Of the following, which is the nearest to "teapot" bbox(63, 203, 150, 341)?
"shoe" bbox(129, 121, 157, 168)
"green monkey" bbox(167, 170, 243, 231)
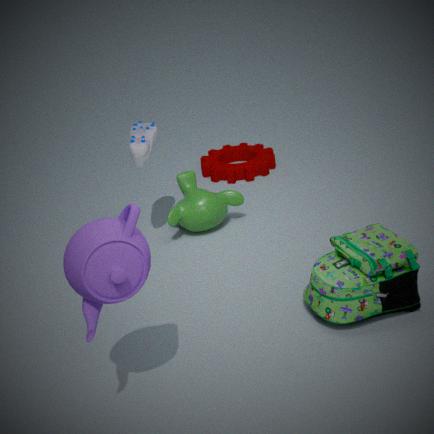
"shoe" bbox(129, 121, 157, 168)
